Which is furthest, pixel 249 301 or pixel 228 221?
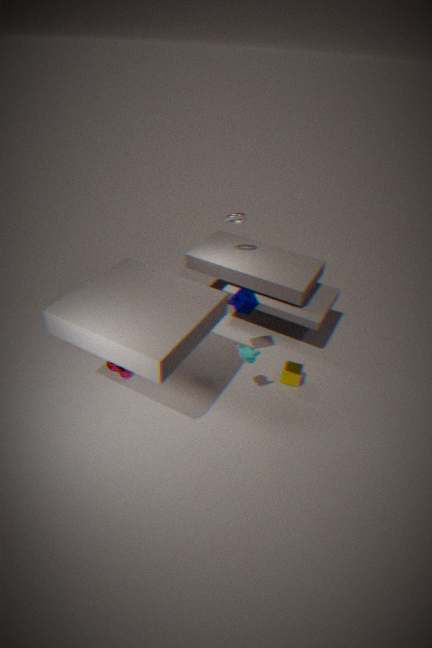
pixel 228 221
